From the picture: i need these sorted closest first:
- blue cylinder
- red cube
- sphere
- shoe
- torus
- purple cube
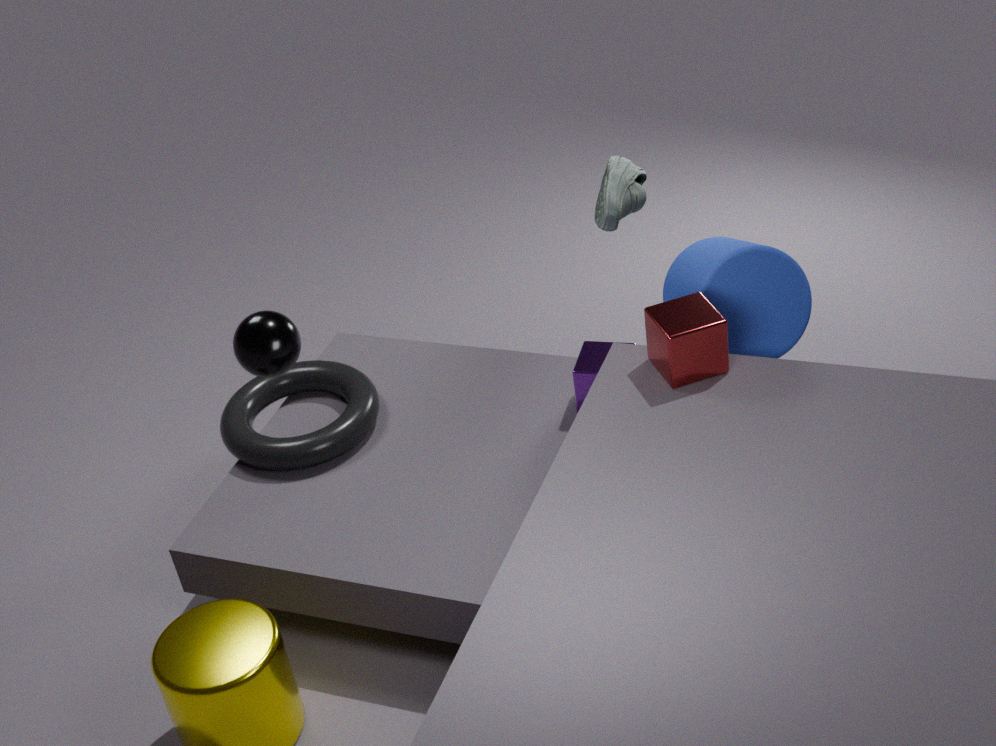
sphere
red cube
blue cylinder
purple cube
torus
shoe
